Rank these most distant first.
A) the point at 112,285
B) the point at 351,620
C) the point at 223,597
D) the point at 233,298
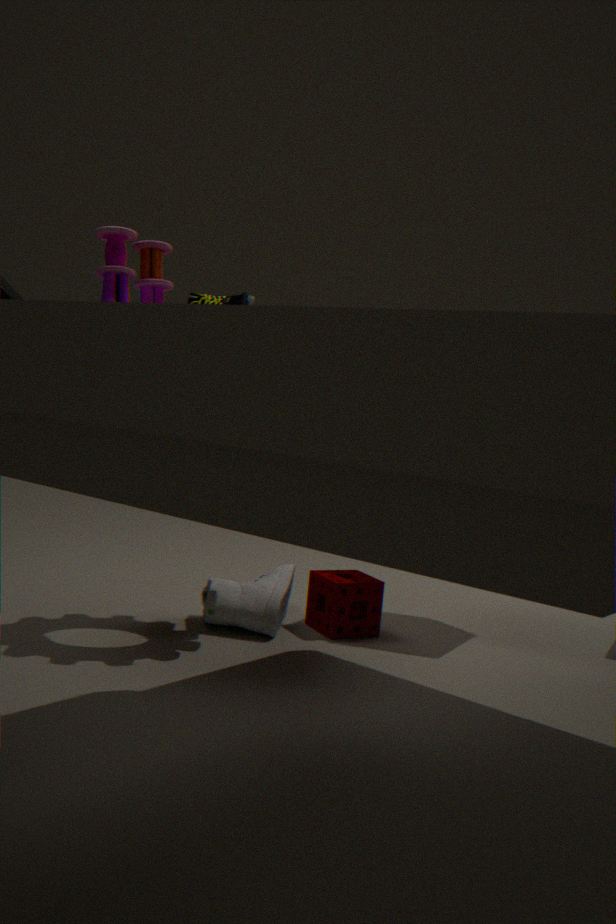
the point at 351,620
the point at 223,597
the point at 112,285
the point at 233,298
